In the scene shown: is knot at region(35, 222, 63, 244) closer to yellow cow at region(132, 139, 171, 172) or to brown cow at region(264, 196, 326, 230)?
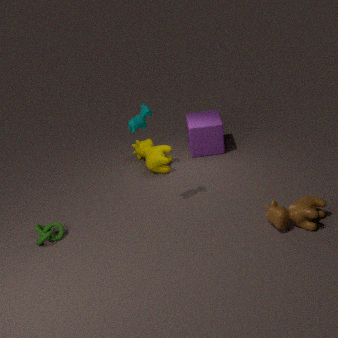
yellow cow at region(132, 139, 171, 172)
